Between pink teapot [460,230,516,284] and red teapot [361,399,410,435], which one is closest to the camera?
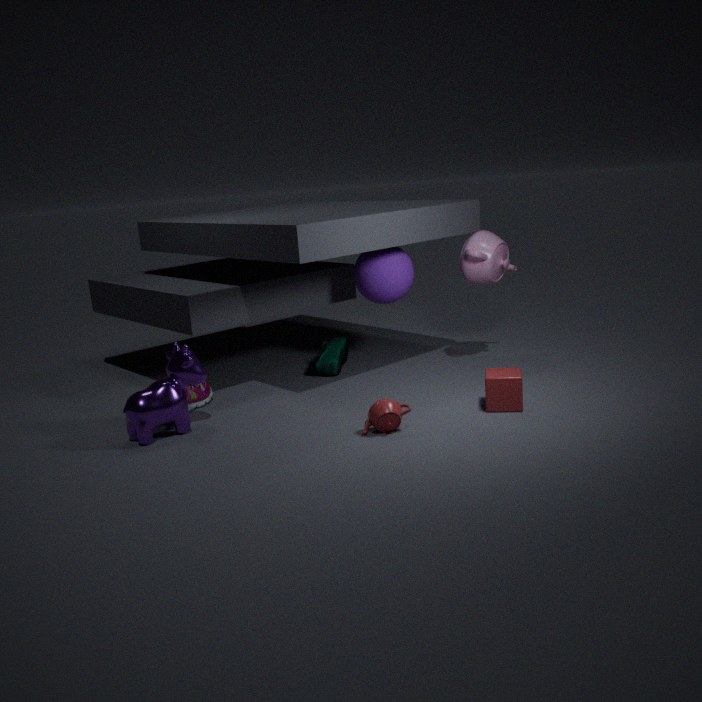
red teapot [361,399,410,435]
